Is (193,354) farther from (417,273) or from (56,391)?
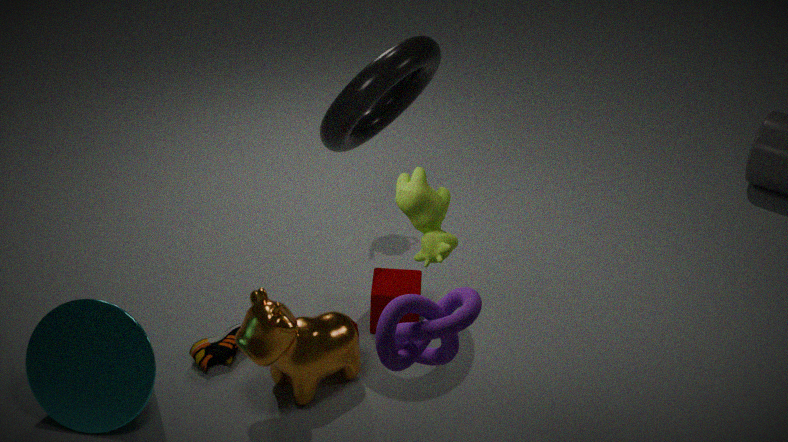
(417,273)
